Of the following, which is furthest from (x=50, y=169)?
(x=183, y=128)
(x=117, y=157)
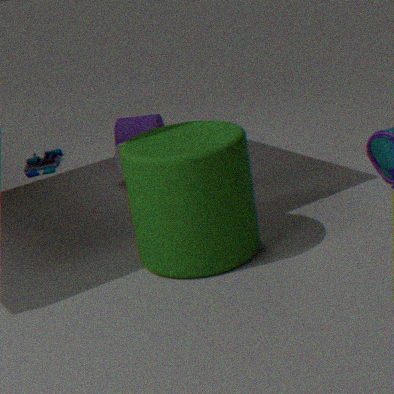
(x=183, y=128)
